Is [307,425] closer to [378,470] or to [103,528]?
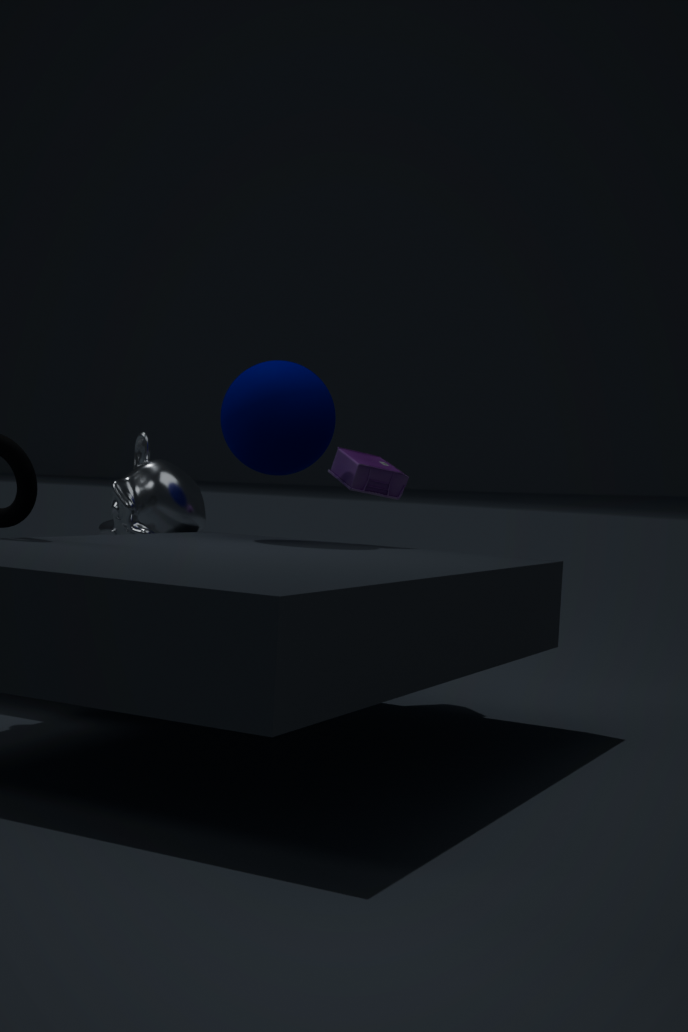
[378,470]
